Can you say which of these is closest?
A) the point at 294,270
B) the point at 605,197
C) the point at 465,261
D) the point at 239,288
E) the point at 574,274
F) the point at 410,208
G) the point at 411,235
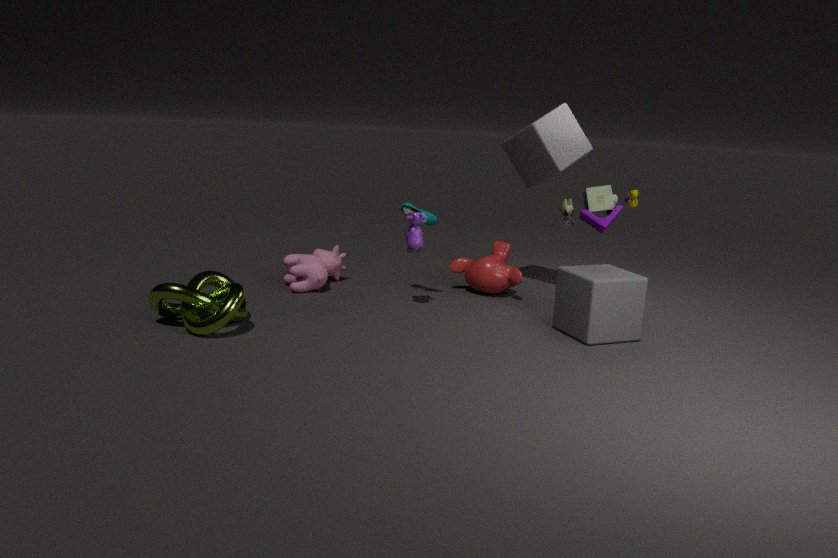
D. the point at 239,288
